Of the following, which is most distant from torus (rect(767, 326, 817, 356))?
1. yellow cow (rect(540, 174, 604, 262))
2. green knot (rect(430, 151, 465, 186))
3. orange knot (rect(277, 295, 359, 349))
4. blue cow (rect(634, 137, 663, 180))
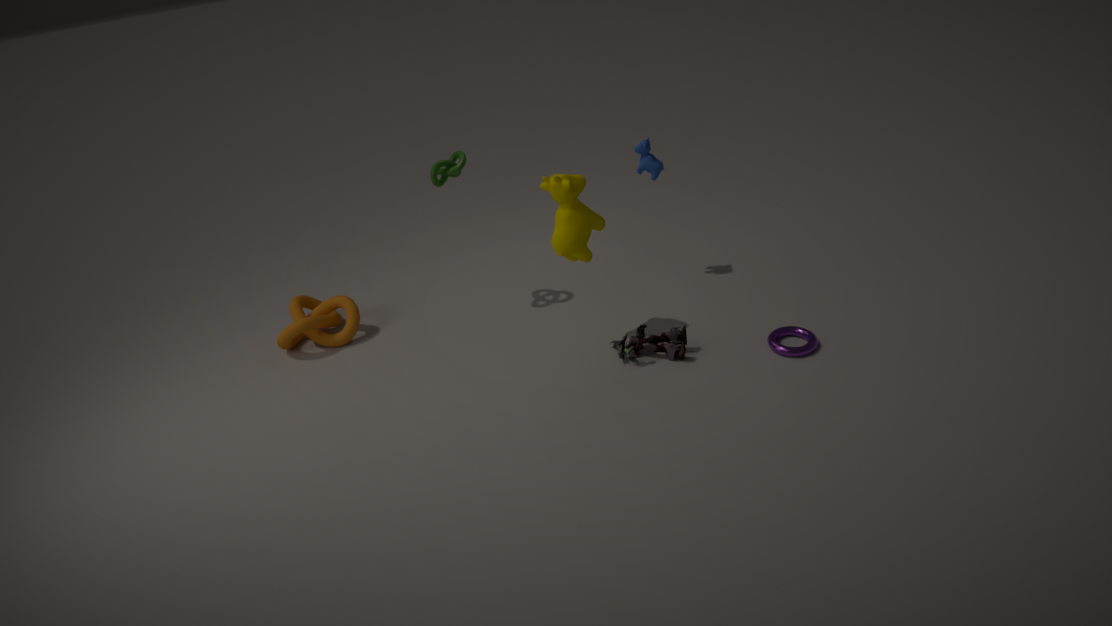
orange knot (rect(277, 295, 359, 349))
